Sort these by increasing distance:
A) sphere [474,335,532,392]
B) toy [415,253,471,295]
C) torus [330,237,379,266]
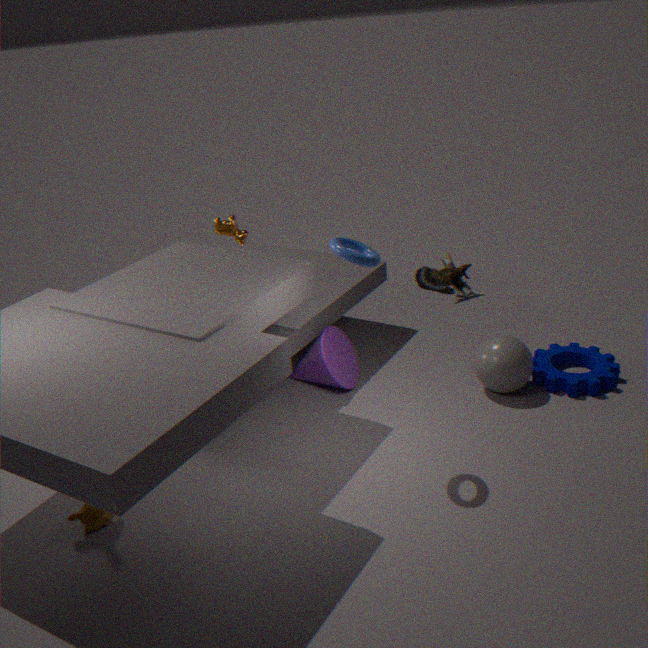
torus [330,237,379,266] → sphere [474,335,532,392] → toy [415,253,471,295]
